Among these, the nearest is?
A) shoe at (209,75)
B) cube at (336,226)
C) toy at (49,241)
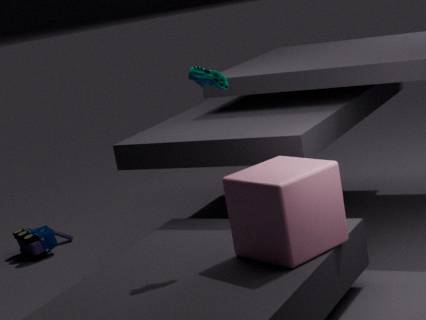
cube at (336,226)
